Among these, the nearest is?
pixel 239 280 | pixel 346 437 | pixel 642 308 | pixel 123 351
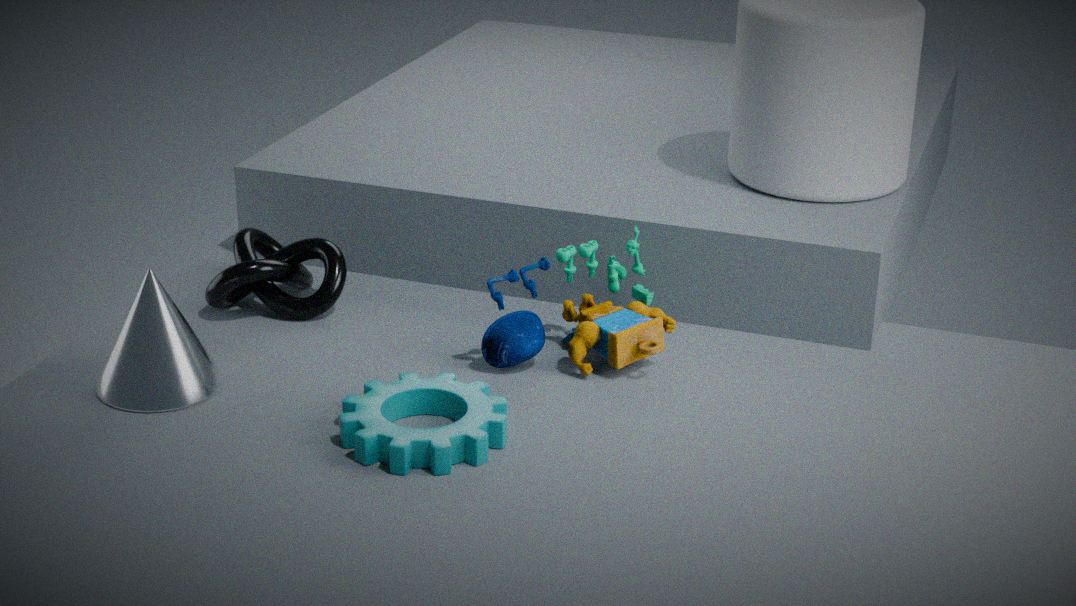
pixel 346 437
